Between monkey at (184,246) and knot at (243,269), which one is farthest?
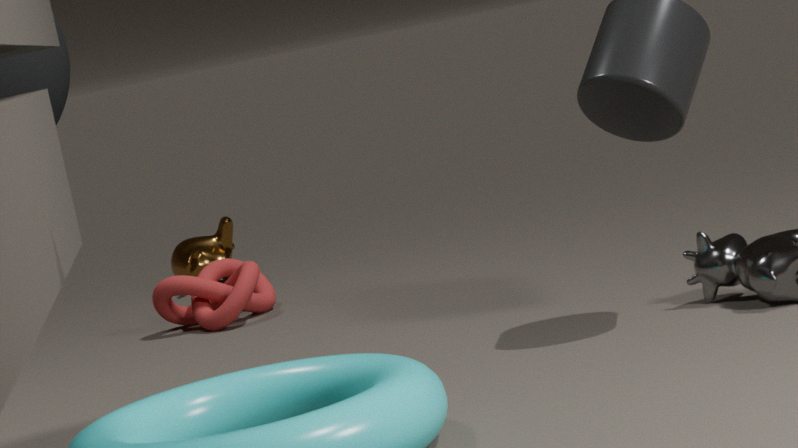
monkey at (184,246)
